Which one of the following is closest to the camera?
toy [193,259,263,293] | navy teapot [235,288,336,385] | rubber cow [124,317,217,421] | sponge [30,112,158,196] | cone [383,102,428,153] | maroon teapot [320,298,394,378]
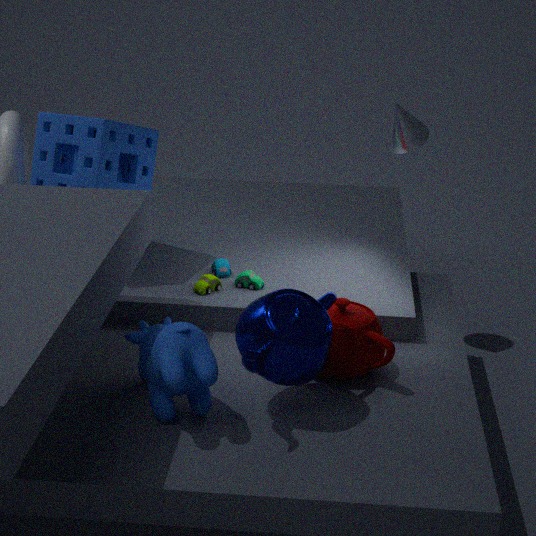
rubber cow [124,317,217,421]
